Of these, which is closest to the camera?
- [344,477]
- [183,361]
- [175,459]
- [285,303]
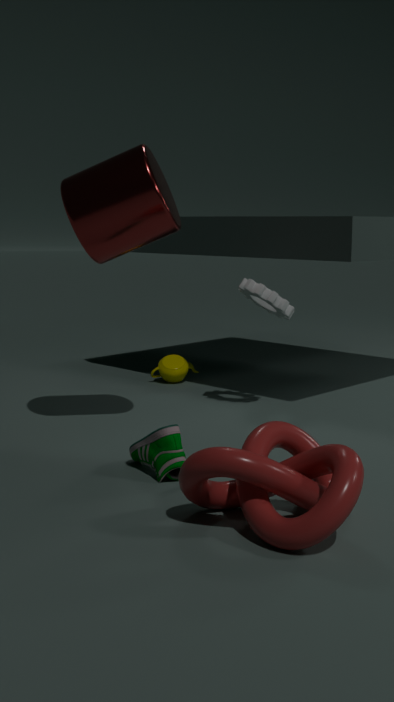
[344,477]
